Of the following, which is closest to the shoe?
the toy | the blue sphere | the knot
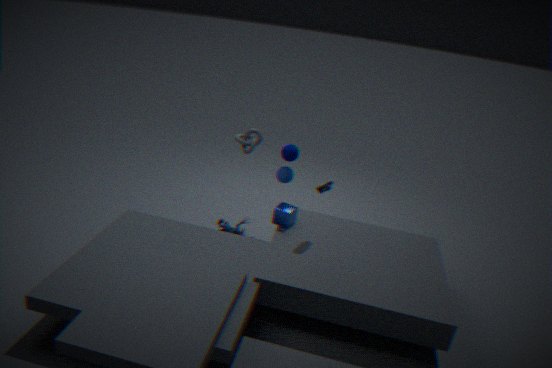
the blue sphere
